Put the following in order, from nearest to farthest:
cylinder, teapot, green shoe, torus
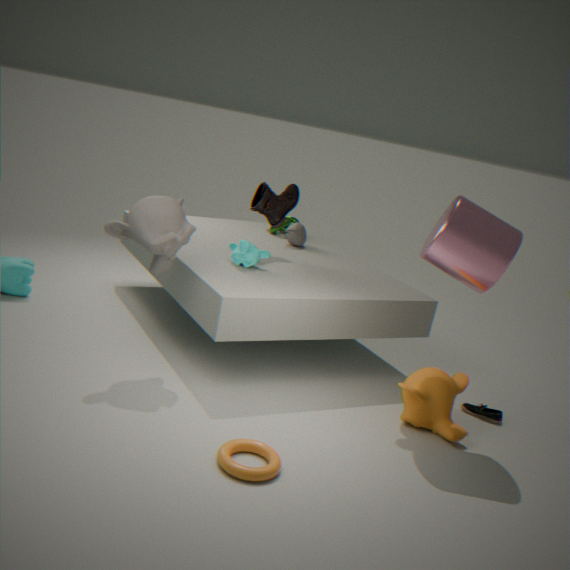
torus → cylinder → green shoe → teapot
